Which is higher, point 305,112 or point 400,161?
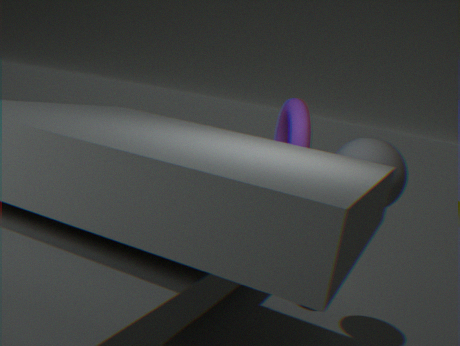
point 305,112
